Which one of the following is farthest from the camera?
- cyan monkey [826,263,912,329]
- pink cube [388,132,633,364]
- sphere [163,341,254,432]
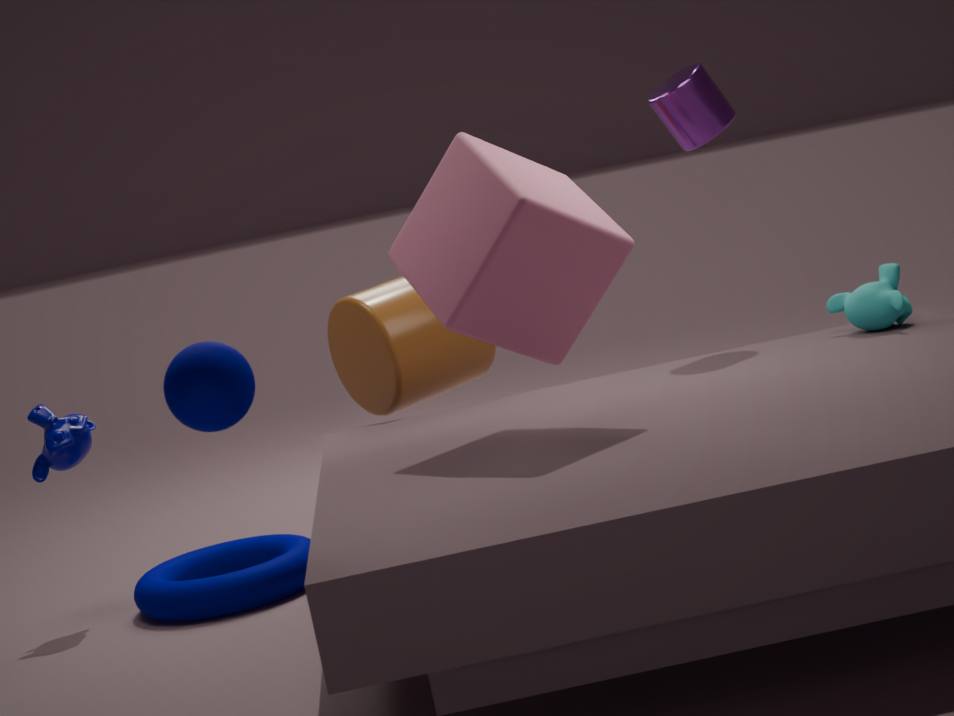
cyan monkey [826,263,912,329]
